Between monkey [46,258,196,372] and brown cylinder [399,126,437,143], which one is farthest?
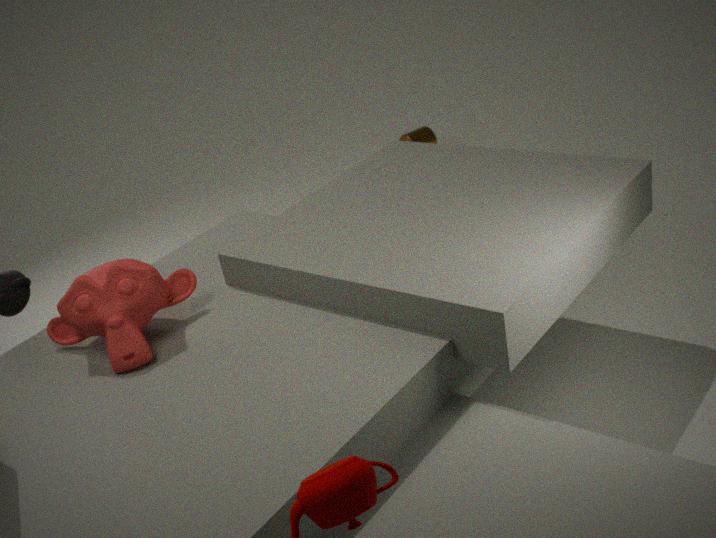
brown cylinder [399,126,437,143]
